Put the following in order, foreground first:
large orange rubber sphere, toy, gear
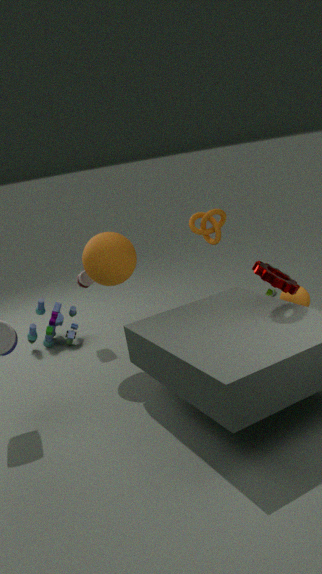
gear
large orange rubber sphere
toy
